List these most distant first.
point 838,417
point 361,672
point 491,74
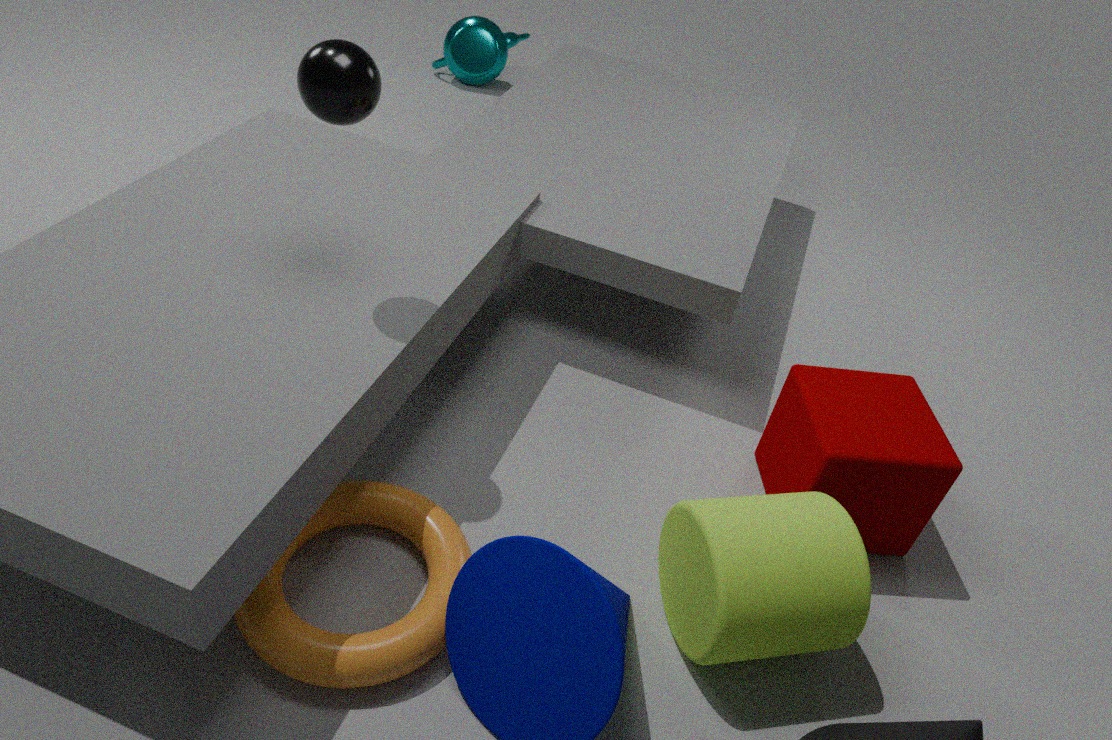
point 491,74 < point 838,417 < point 361,672
